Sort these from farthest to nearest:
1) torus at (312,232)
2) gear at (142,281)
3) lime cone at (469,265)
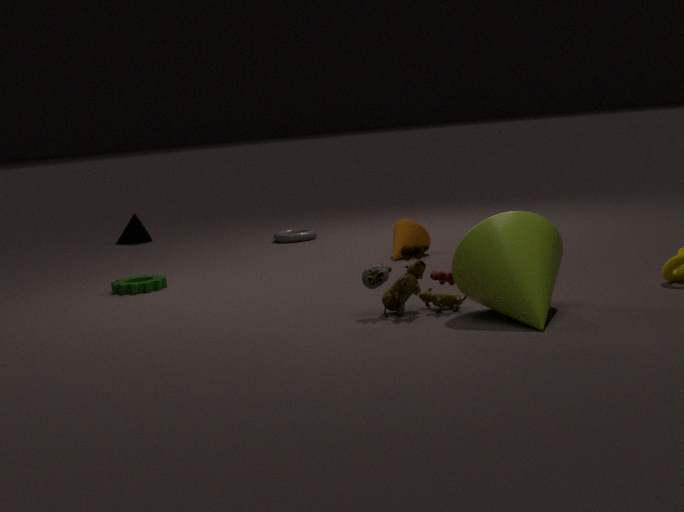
1
2
3
